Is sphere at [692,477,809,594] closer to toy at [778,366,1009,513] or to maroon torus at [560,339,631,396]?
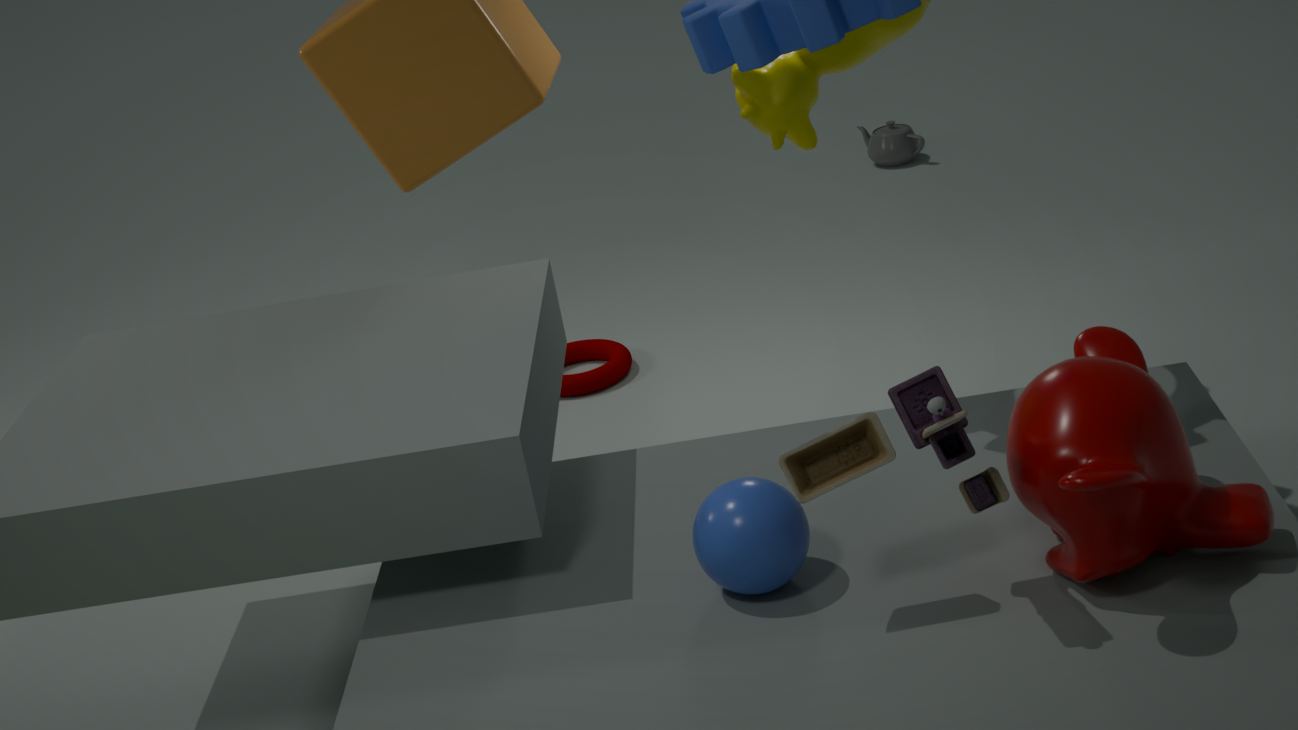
toy at [778,366,1009,513]
